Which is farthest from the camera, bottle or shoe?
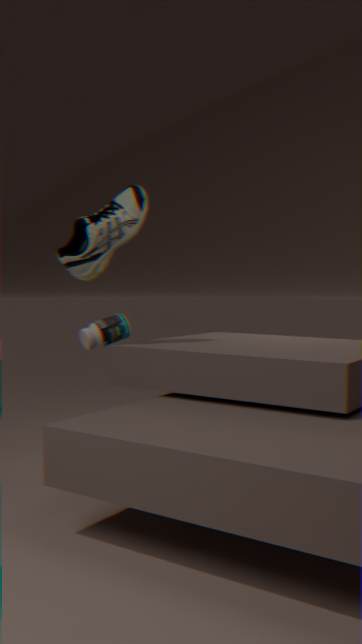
bottle
